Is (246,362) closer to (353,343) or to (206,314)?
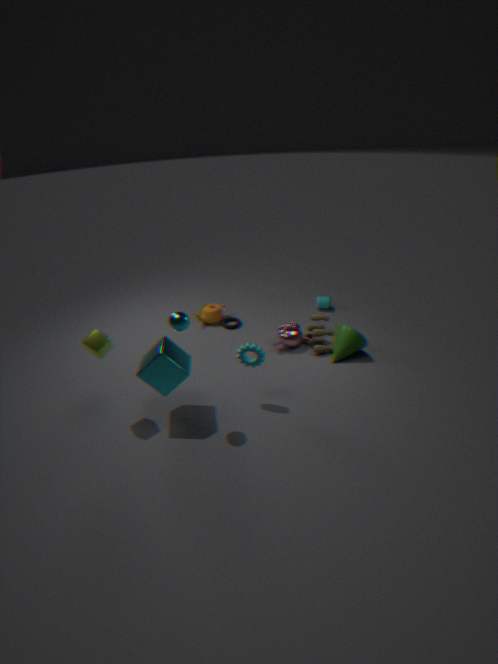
(353,343)
